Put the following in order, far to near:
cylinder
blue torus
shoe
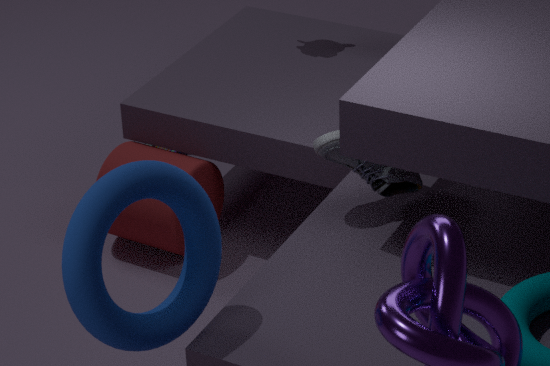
cylinder, shoe, blue torus
